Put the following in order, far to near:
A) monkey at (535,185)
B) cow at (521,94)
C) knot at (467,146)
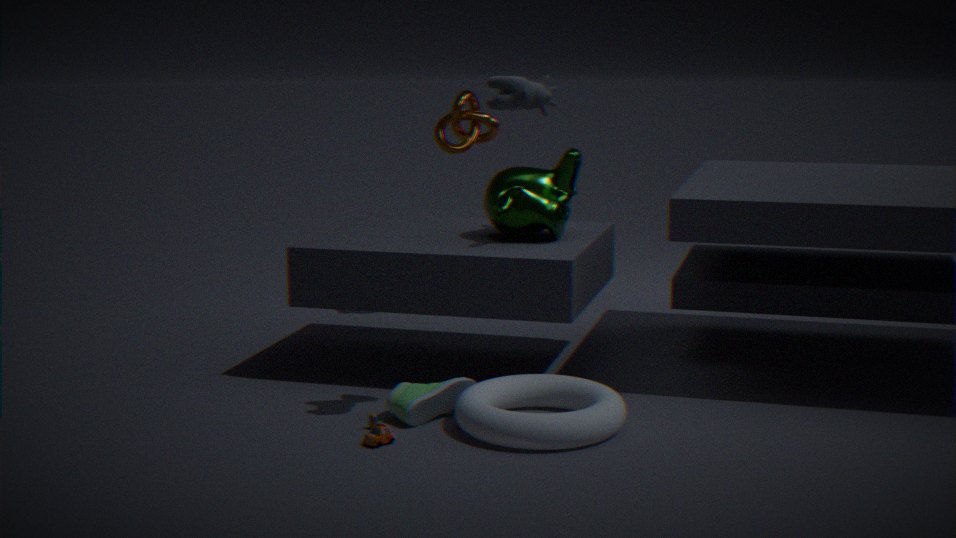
1. knot at (467,146)
2. monkey at (535,185)
3. cow at (521,94)
